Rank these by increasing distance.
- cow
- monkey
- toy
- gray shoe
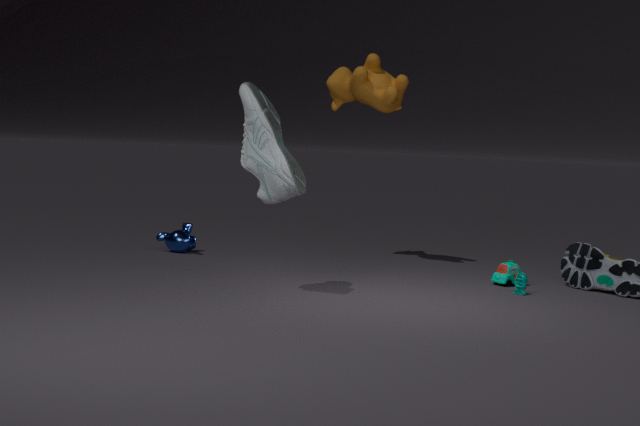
gray shoe, toy, cow, monkey
